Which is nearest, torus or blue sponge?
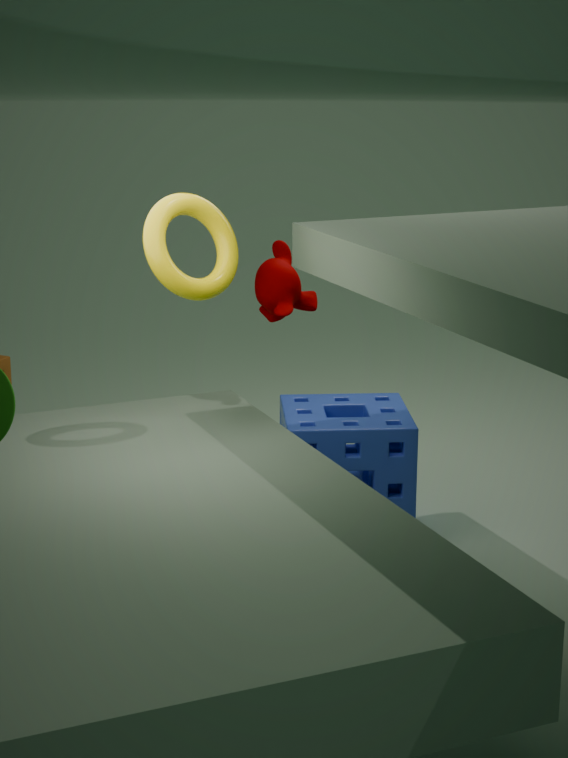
torus
